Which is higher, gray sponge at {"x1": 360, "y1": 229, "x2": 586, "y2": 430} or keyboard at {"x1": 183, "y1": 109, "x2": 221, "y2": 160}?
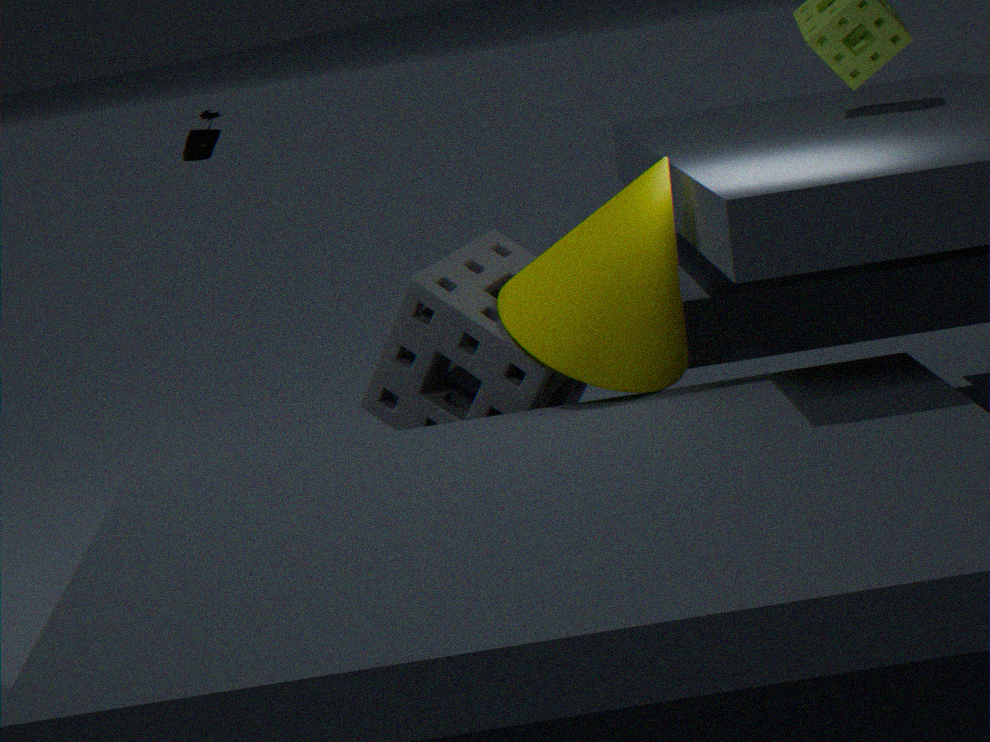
keyboard at {"x1": 183, "y1": 109, "x2": 221, "y2": 160}
